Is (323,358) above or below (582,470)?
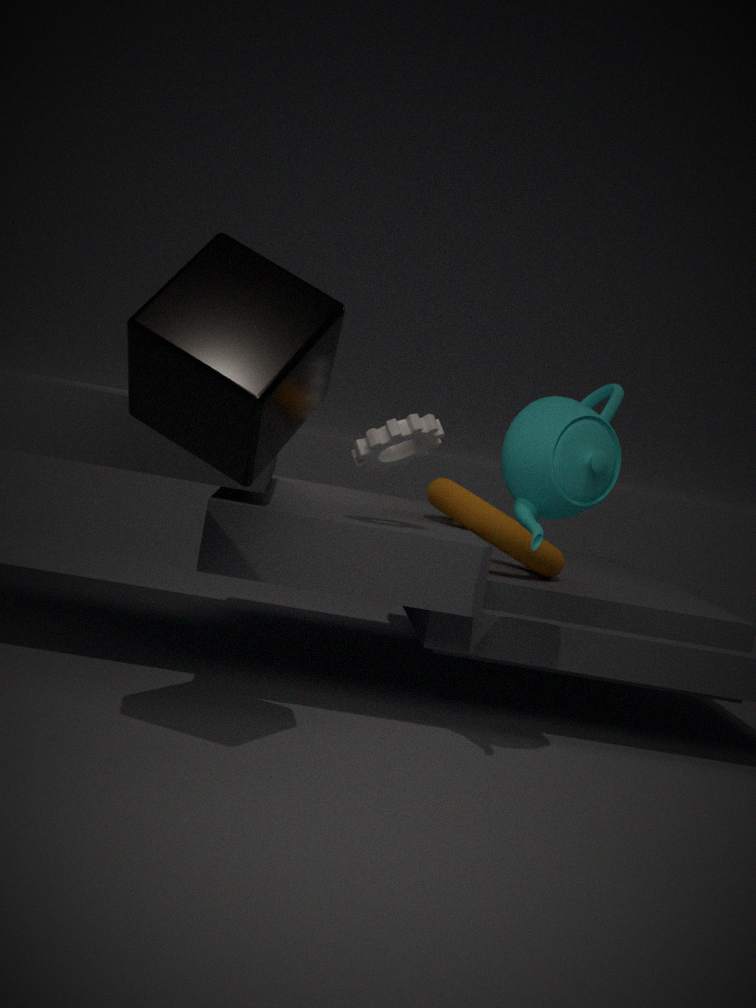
above
